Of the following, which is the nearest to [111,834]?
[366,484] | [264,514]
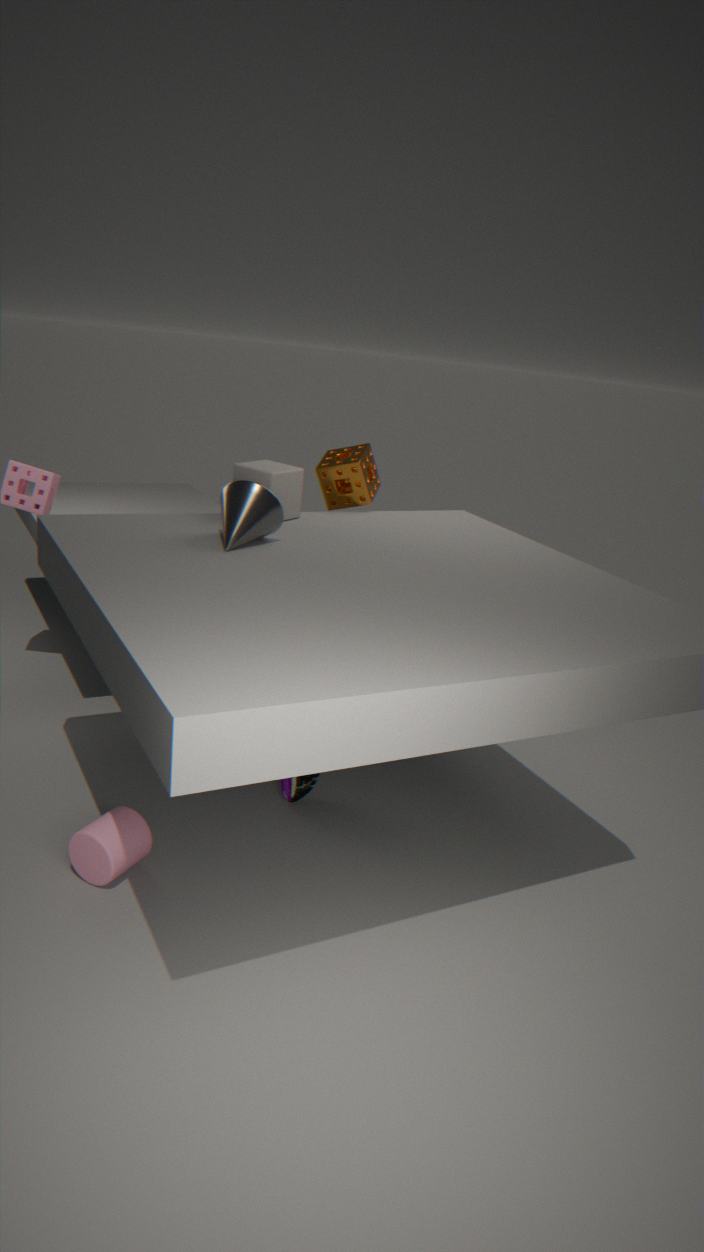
[264,514]
